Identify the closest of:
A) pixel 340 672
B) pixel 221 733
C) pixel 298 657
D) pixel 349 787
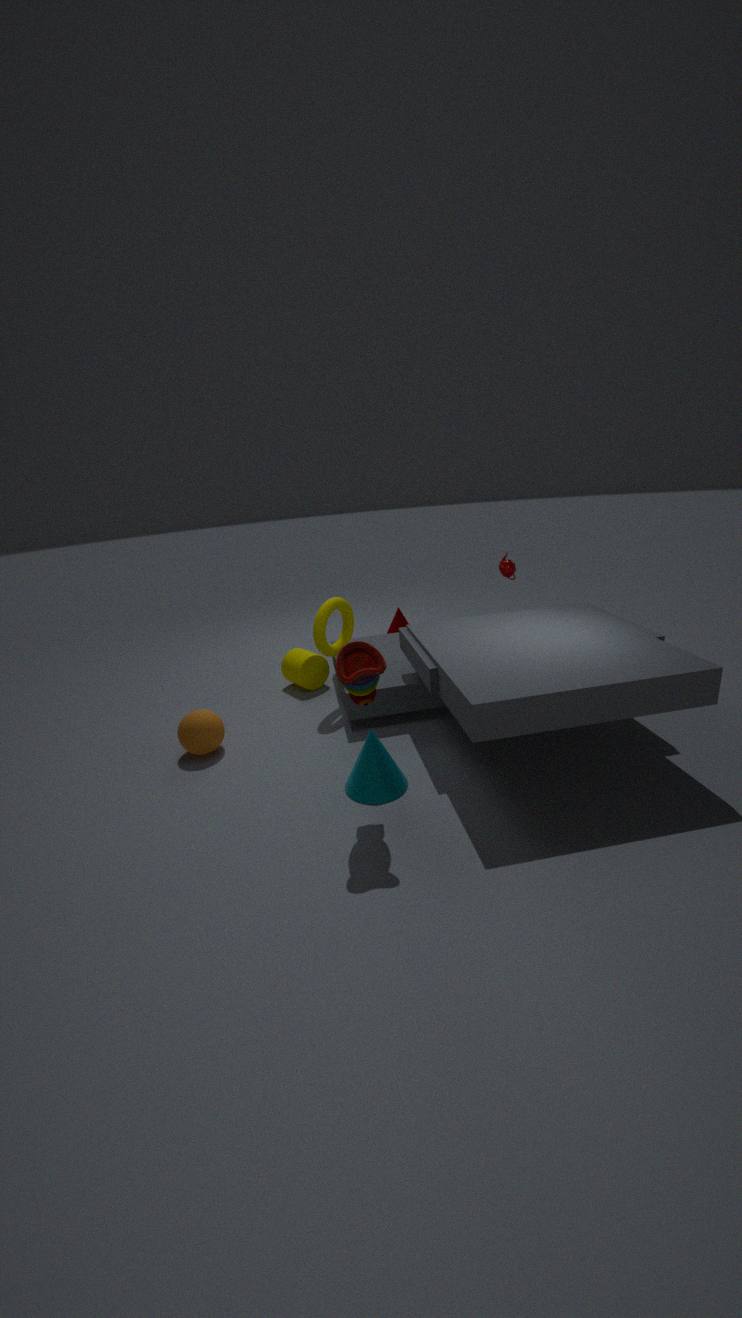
pixel 340 672
